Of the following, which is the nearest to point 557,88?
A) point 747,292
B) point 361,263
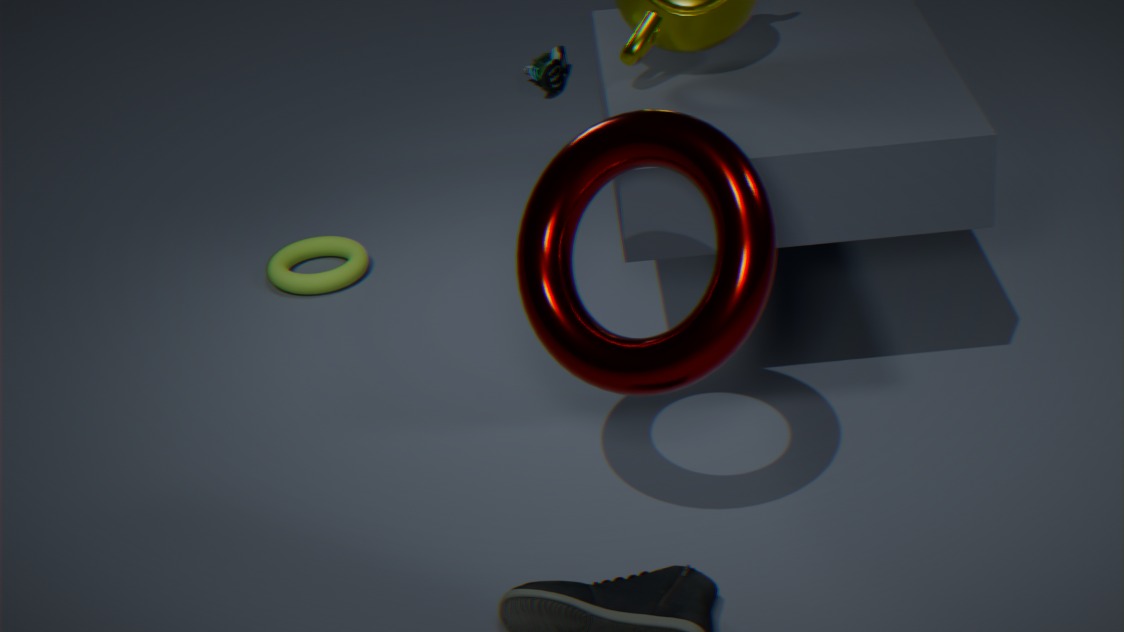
point 361,263
